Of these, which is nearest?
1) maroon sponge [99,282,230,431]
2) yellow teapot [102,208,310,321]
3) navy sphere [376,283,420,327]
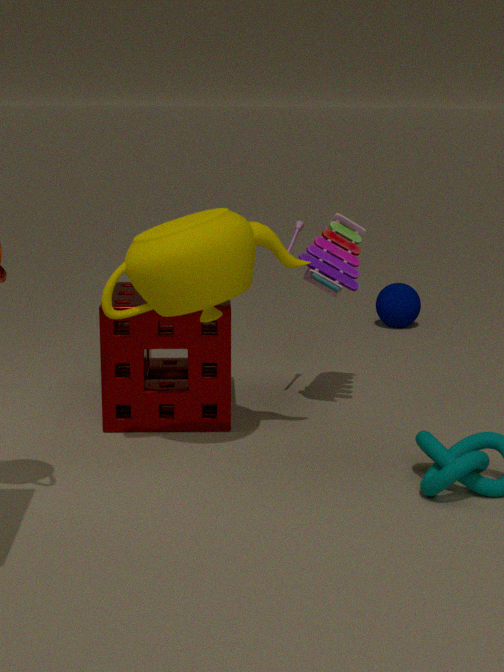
2. yellow teapot [102,208,310,321]
